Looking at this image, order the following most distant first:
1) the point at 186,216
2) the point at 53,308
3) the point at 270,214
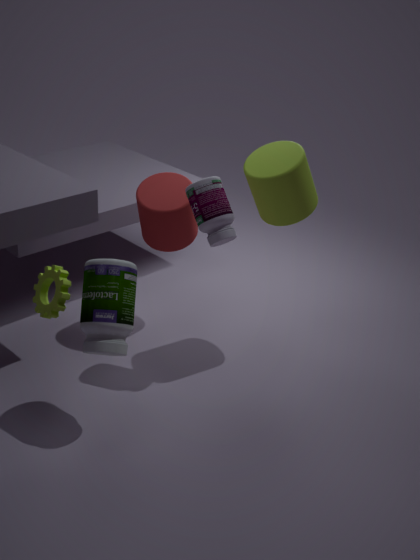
1. the point at 186,216 → 3. the point at 270,214 → 2. the point at 53,308
